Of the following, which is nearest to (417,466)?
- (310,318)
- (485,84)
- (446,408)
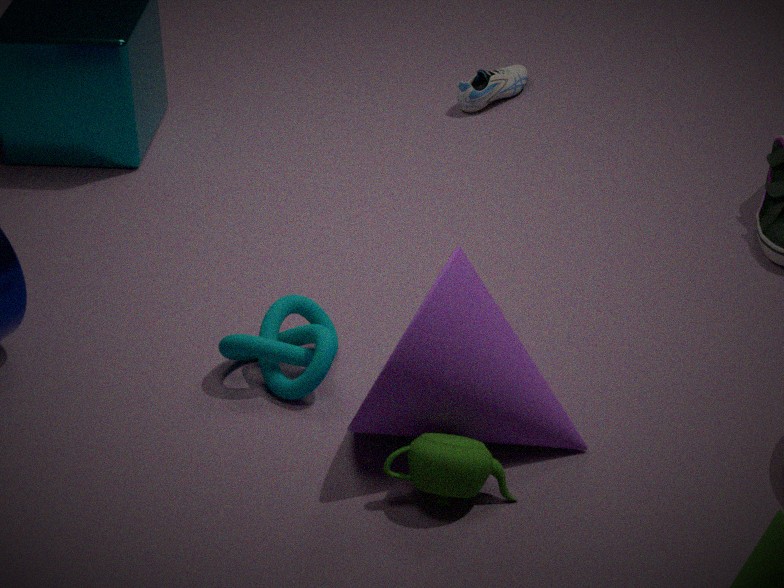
(446,408)
